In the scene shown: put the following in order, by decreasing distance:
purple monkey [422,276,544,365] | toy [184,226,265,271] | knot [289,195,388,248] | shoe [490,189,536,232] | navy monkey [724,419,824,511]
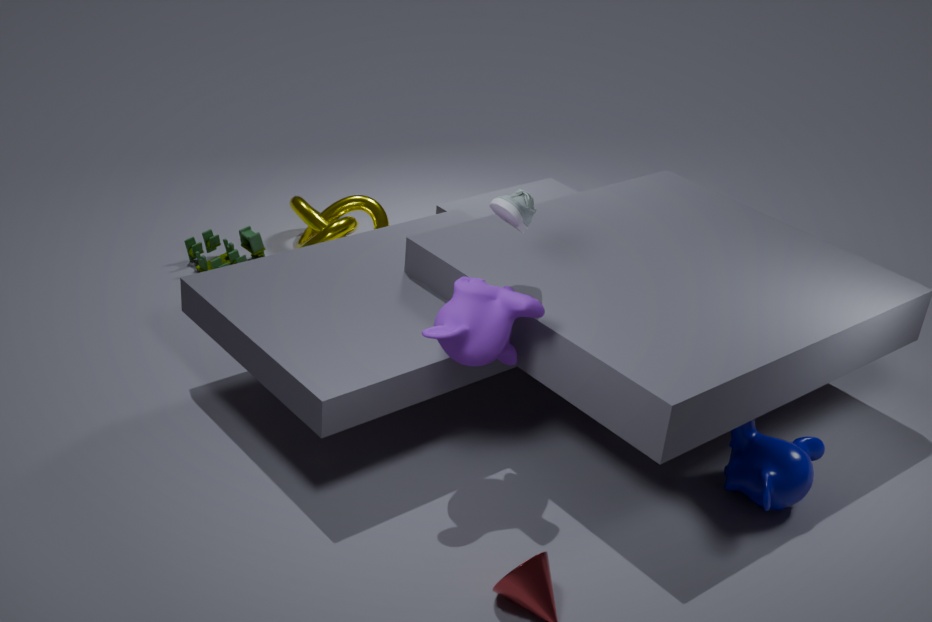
knot [289,195,388,248]
toy [184,226,265,271]
navy monkey [724,419,824,511]
shoe [490,189,536,232]
purple monkey [422,276,544,365]
